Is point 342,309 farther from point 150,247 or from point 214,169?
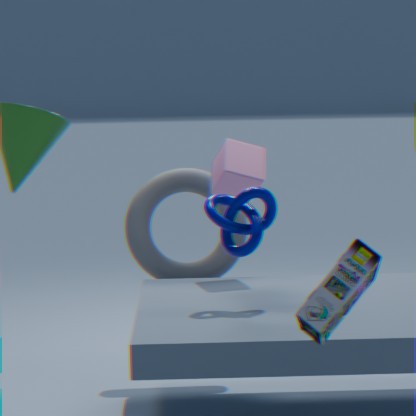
point 150,247
